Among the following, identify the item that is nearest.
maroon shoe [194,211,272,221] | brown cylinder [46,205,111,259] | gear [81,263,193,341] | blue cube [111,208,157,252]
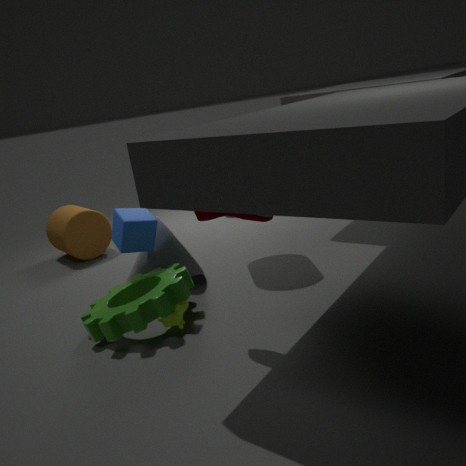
maroon shoe [194,211,272,221]
